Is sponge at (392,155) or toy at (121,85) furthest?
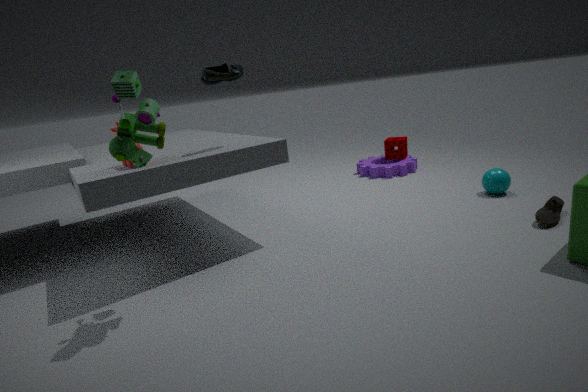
sponge at (392,155)
